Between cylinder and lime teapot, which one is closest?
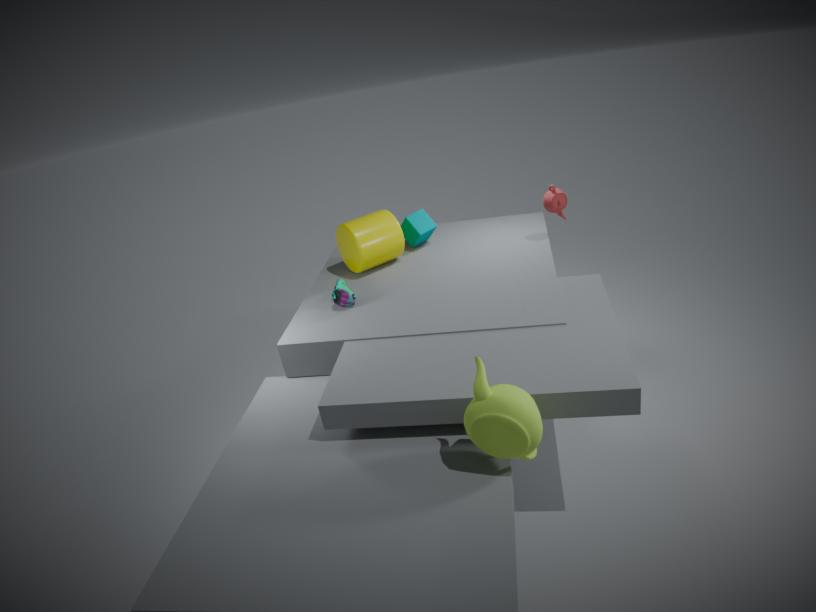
lime teapot
